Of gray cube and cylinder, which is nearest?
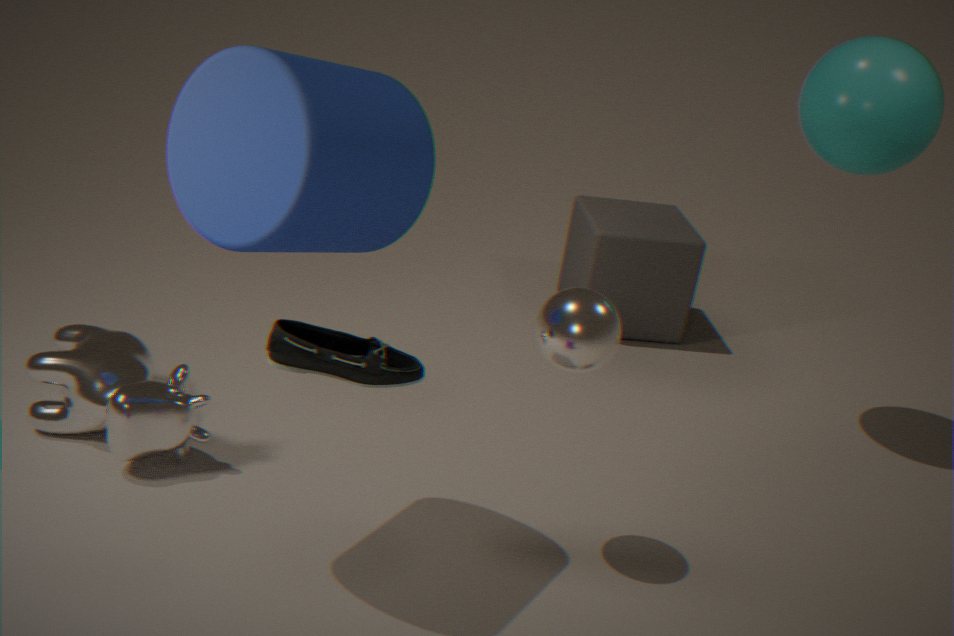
→ cylinder
